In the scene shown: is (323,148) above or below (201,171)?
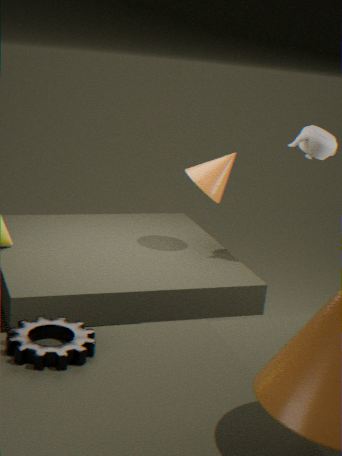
above
